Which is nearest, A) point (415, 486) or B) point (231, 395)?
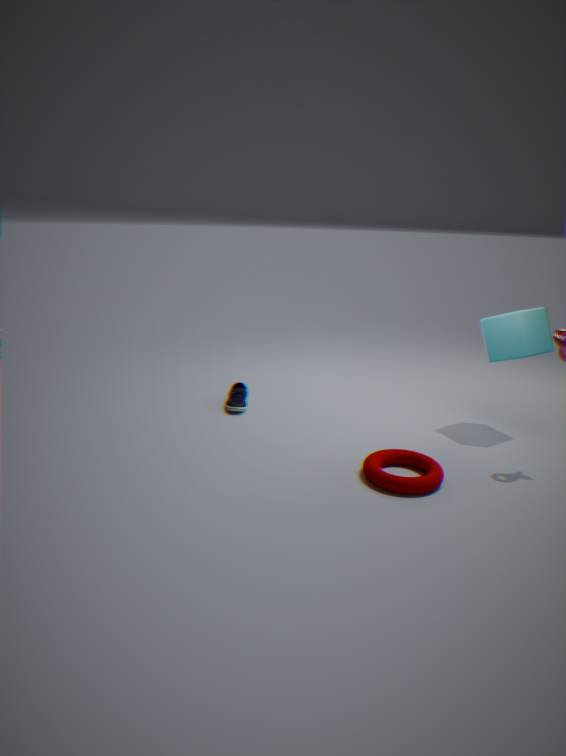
A. point (415, 486)
